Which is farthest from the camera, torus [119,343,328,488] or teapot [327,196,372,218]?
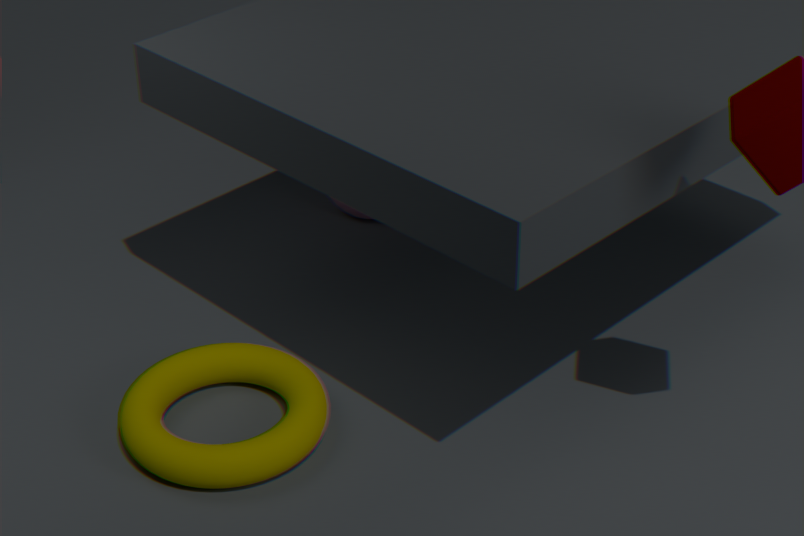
teapot [327,196,372,218]
